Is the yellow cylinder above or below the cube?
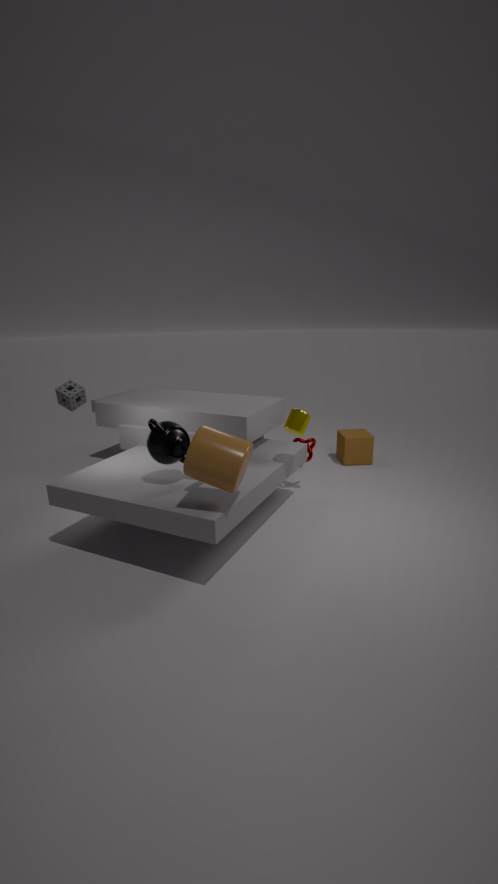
above
